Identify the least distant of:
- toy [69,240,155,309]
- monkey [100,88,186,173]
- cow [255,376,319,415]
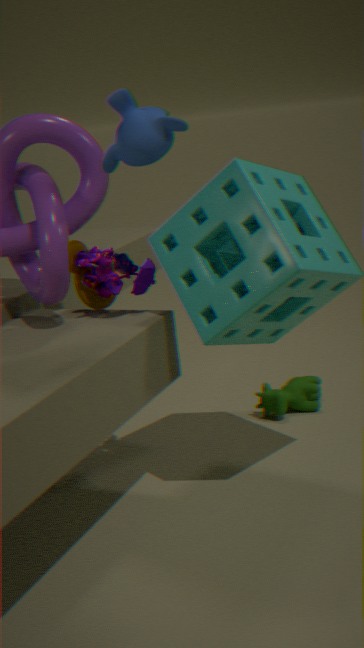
monkey [100,88,186,173]
